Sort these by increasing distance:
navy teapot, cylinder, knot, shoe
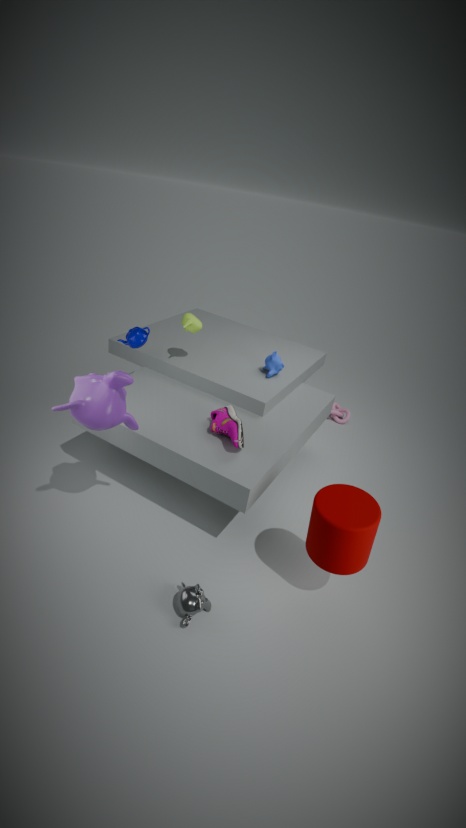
cylinder, shoe, navy teapot, knot
